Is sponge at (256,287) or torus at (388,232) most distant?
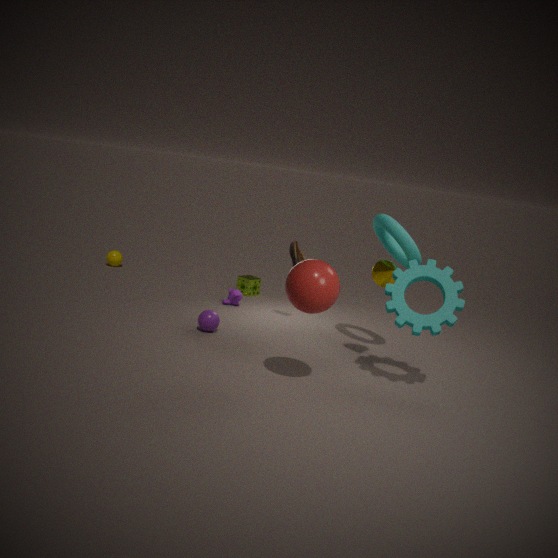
sponge at (256,287)
